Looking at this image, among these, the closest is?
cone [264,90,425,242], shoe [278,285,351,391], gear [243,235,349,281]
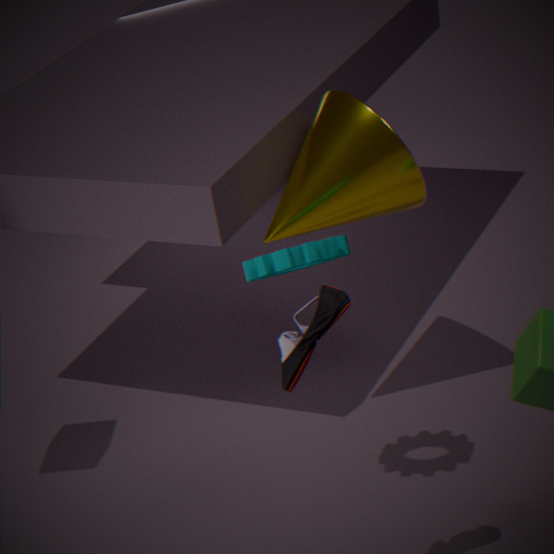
shoe [278,285,351,391]
